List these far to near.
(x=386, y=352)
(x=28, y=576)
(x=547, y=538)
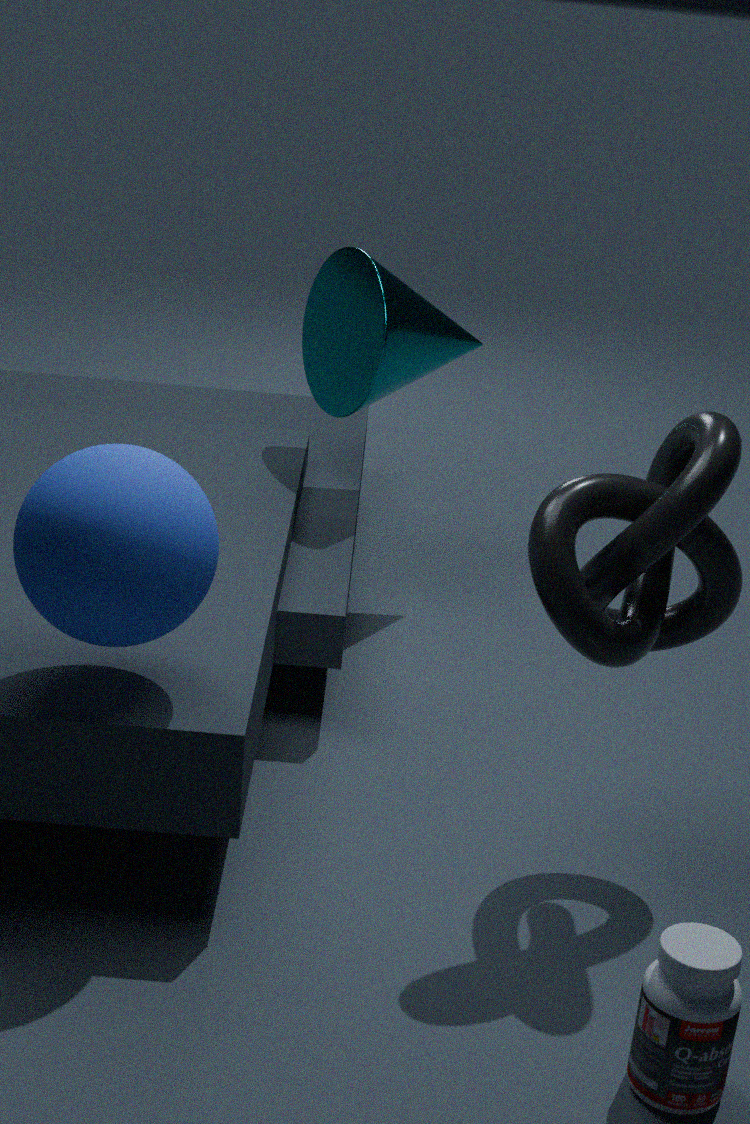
(x=386, y=352) < (x=547, y=538) < (x=28, y=576)
